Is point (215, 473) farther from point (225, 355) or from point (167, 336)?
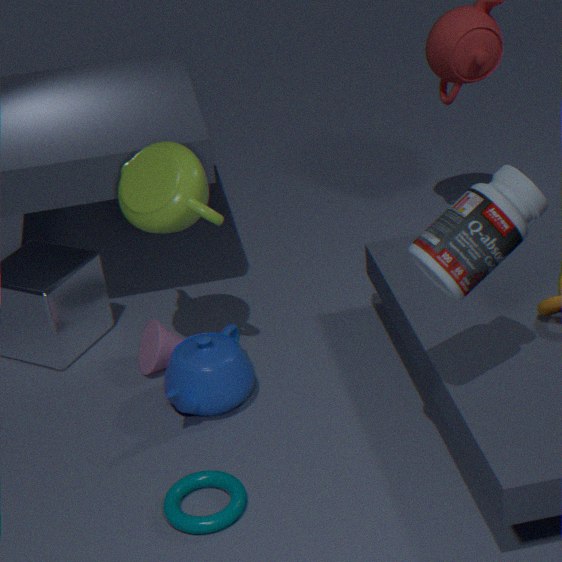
point (167, 336)
